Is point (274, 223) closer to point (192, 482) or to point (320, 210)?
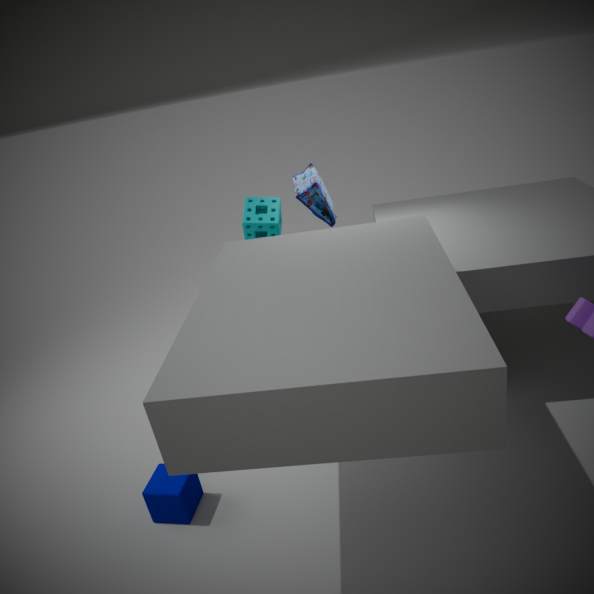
point (320, 210)
